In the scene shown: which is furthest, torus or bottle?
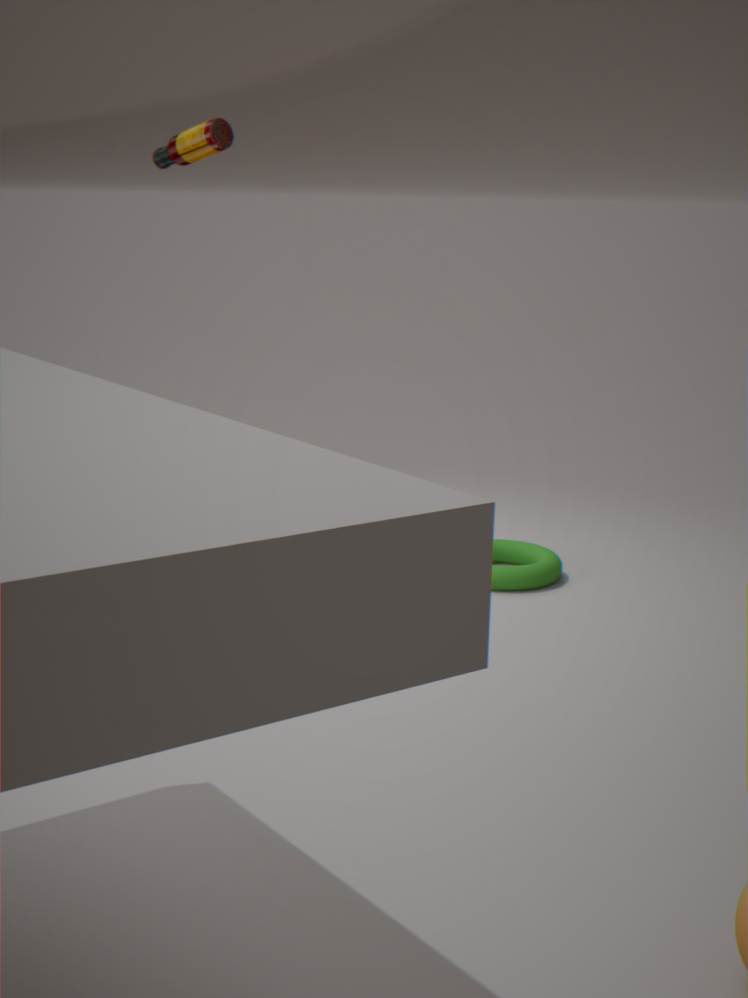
torus
